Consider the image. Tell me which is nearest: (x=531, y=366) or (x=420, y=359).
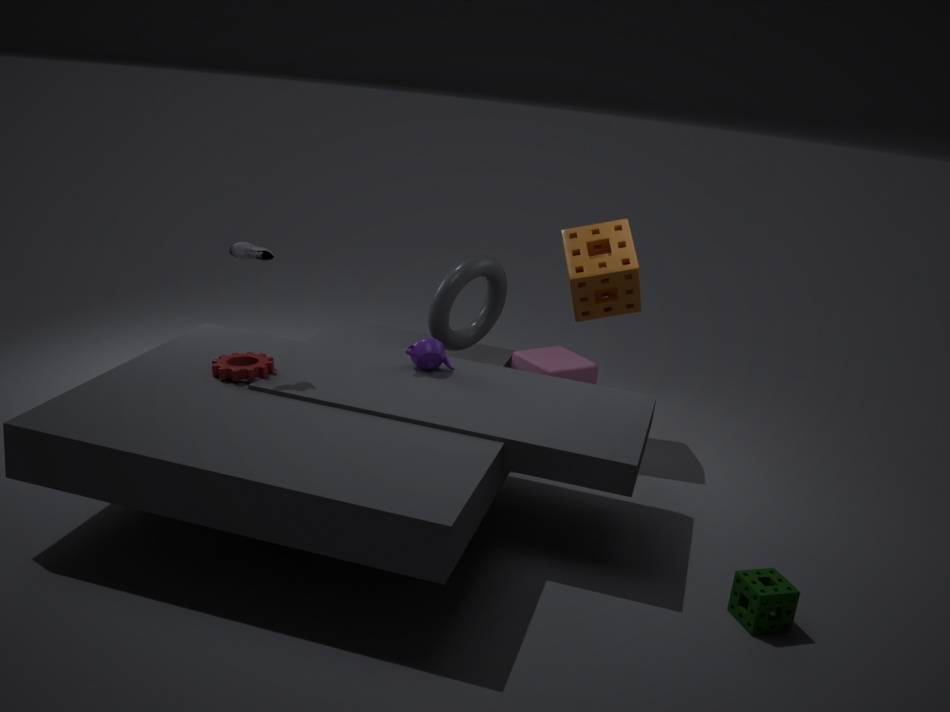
(x=420, y=359)
